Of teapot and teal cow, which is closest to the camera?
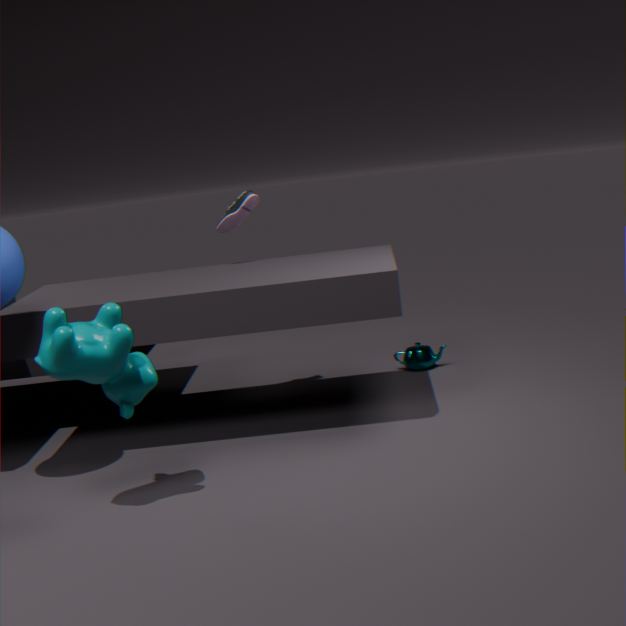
teal cow
